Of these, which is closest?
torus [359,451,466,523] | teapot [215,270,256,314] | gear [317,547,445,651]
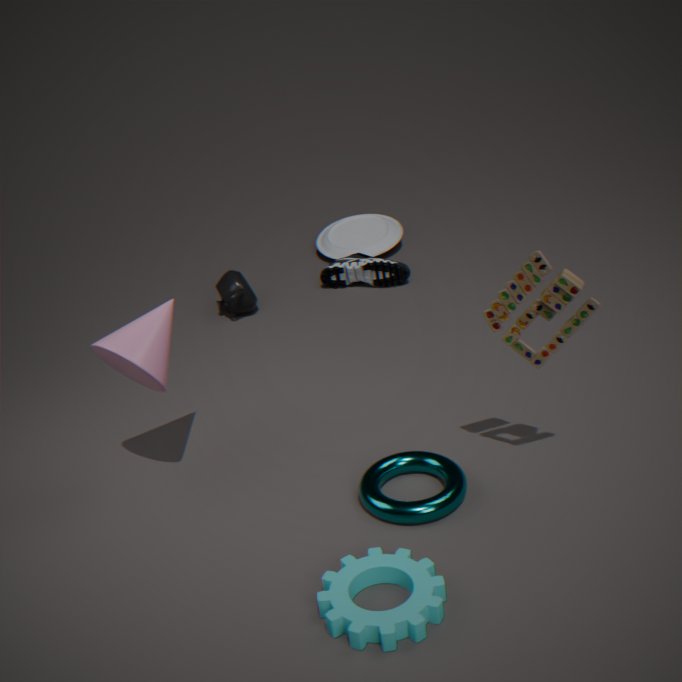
gear [317,547,445,651]
